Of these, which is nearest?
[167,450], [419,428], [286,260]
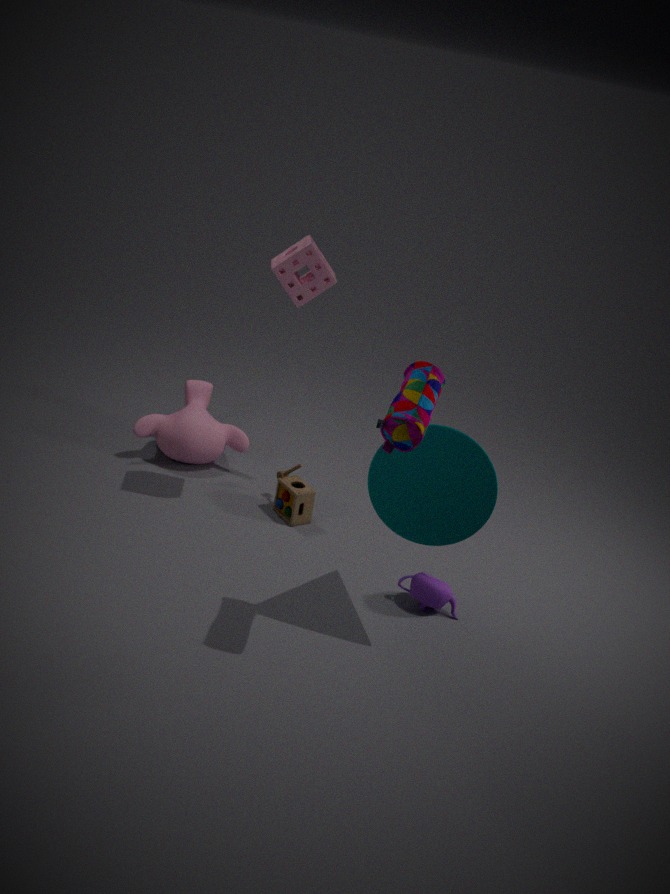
[419,428]
